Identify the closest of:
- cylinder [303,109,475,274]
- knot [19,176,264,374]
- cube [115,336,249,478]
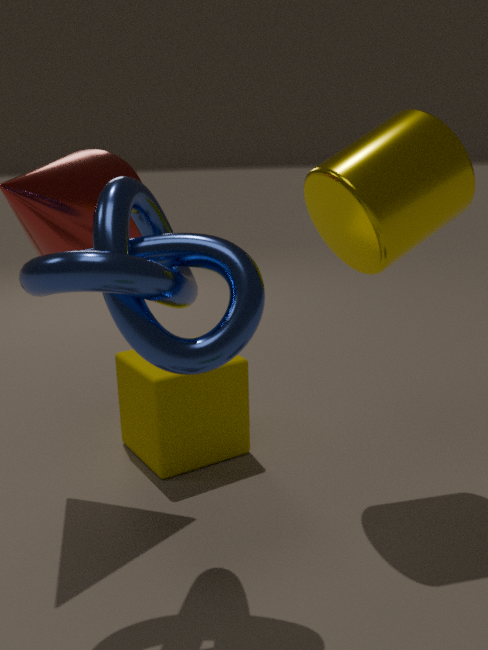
knot [19,176,264,374]
